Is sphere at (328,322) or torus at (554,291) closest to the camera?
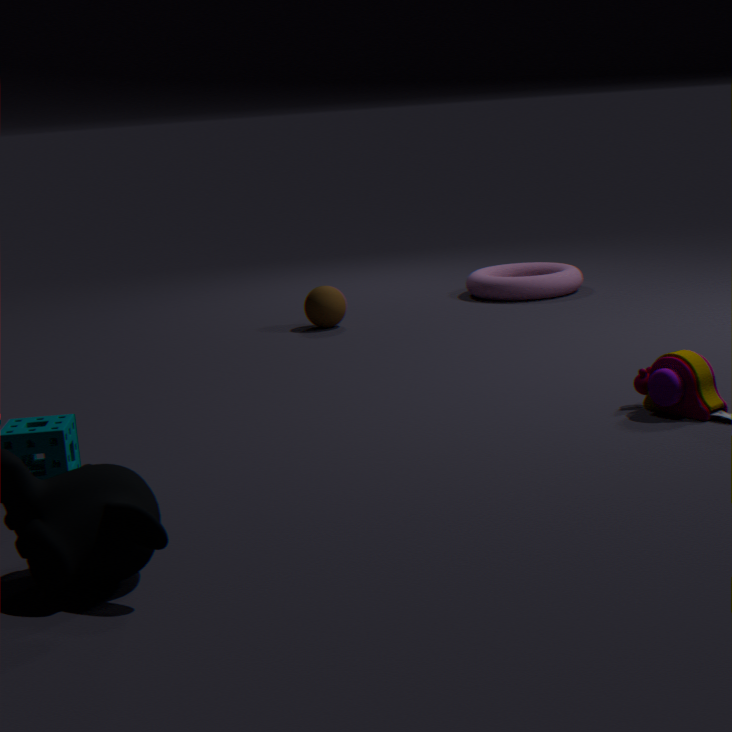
sphere at (328,322)
